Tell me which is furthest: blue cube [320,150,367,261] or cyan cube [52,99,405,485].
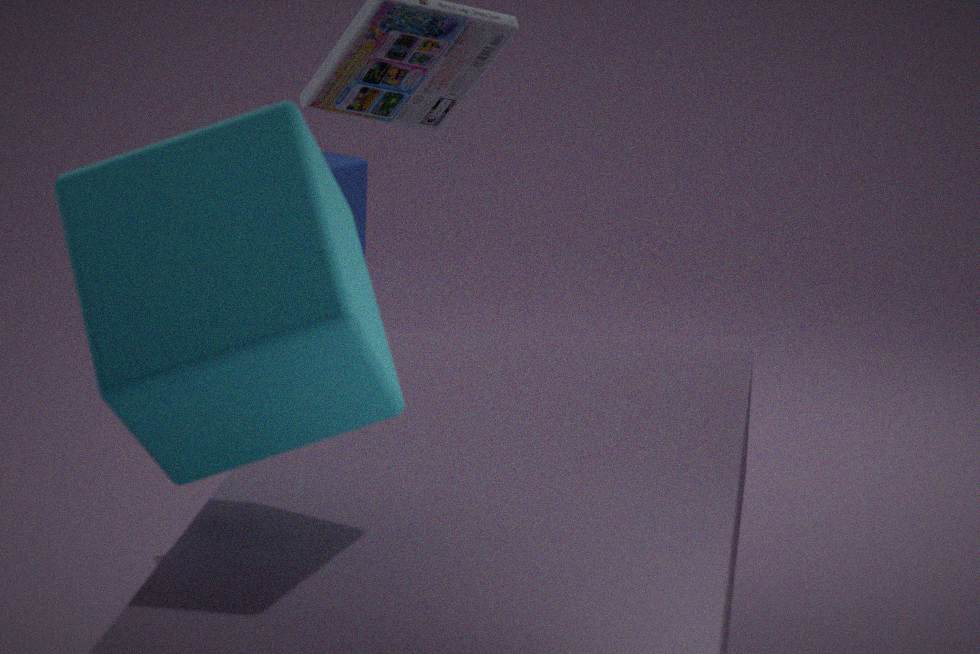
blue cube [320,150,367,261]
